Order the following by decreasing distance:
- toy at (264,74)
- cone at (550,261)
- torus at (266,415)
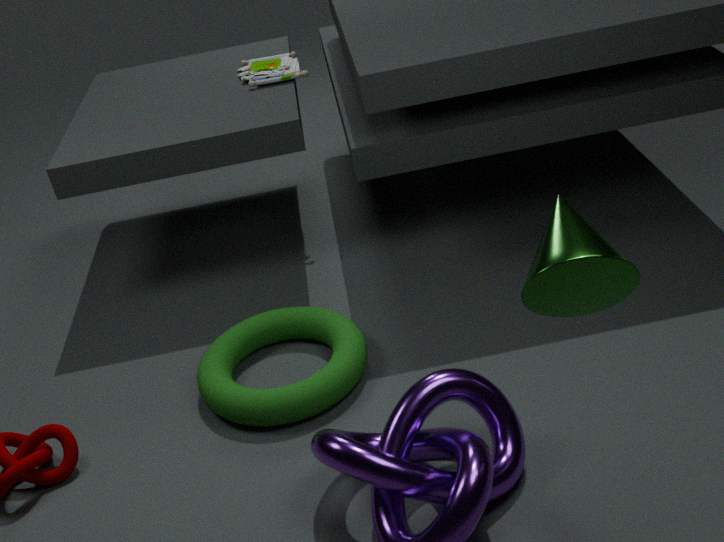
toy at (264,74)
torus at (266,415)
cone at (550,261)
